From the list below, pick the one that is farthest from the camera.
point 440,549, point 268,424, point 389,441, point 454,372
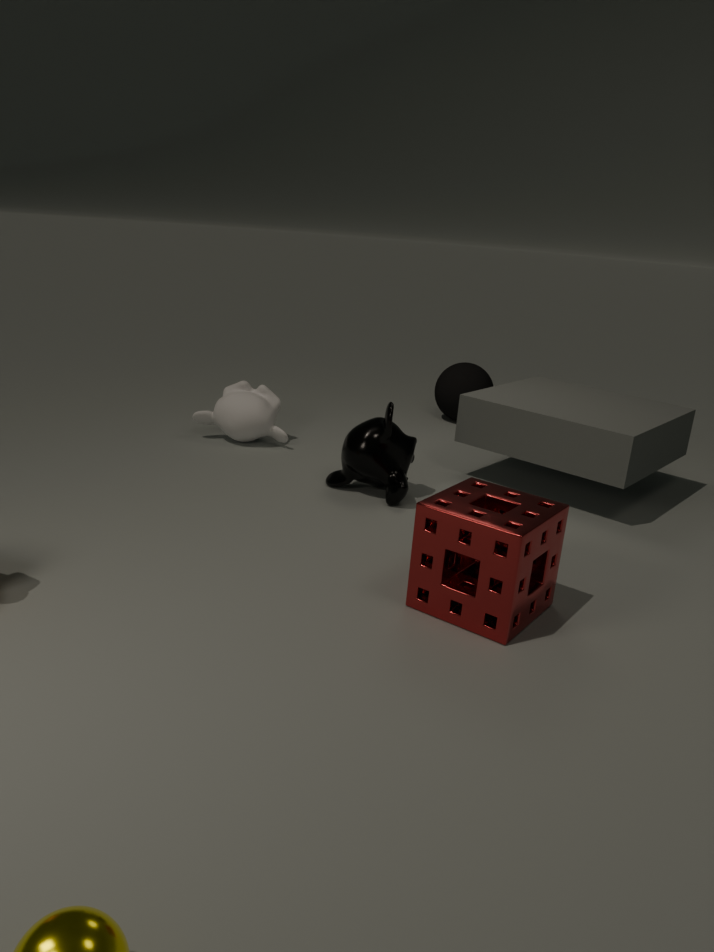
point 454,372
